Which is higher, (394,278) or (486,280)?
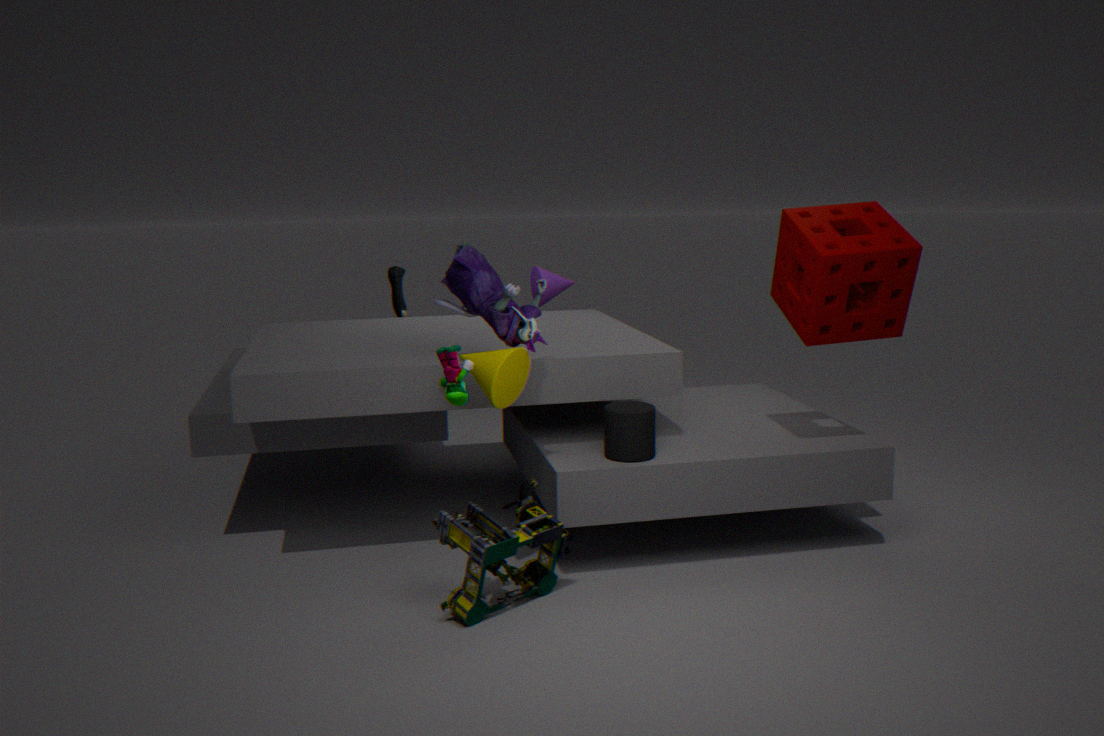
(486,280)
